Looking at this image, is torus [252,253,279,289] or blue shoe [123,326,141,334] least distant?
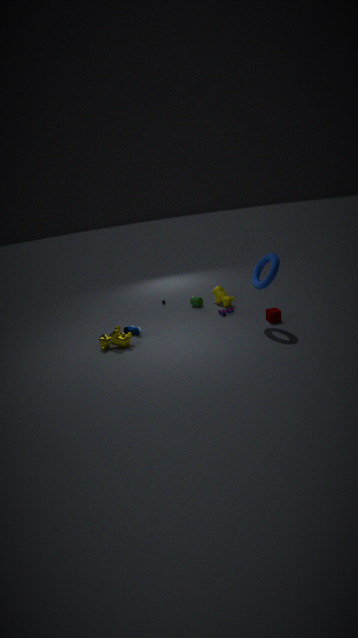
torus [252,253,279,289]
